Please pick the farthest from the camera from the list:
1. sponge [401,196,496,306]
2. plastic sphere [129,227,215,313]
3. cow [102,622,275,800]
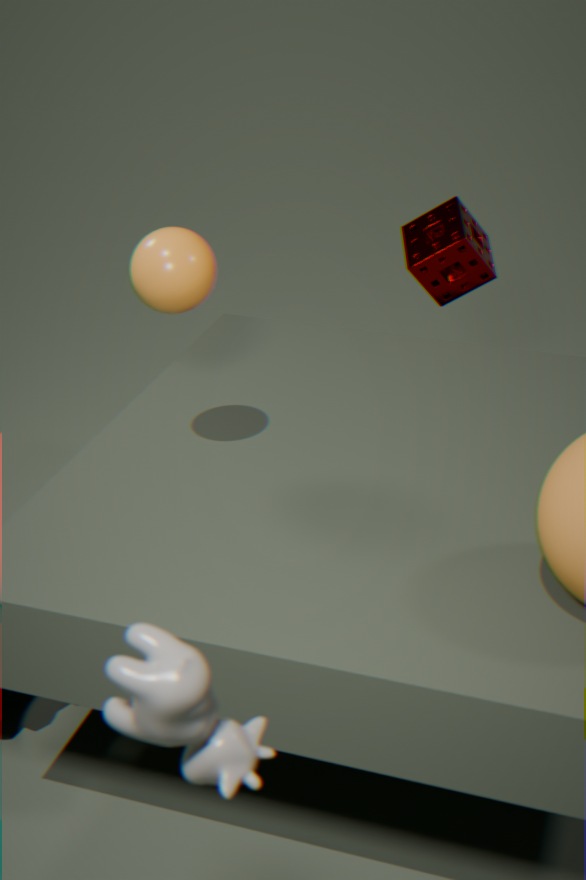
sponge [401,196,496,306]
